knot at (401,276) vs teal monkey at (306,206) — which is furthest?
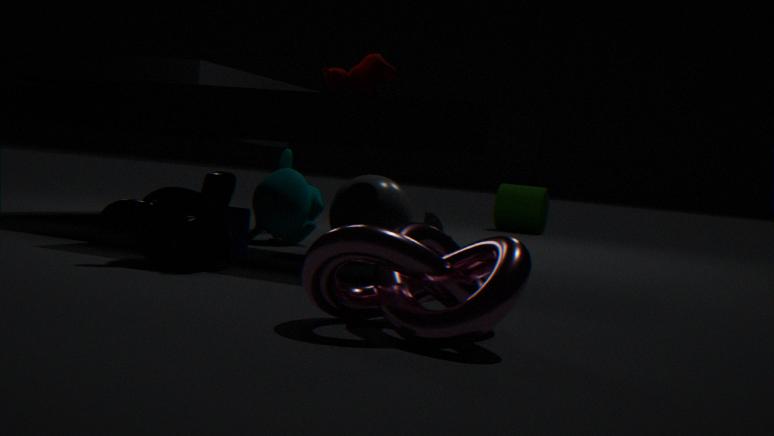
teal monkey at (306,206)
